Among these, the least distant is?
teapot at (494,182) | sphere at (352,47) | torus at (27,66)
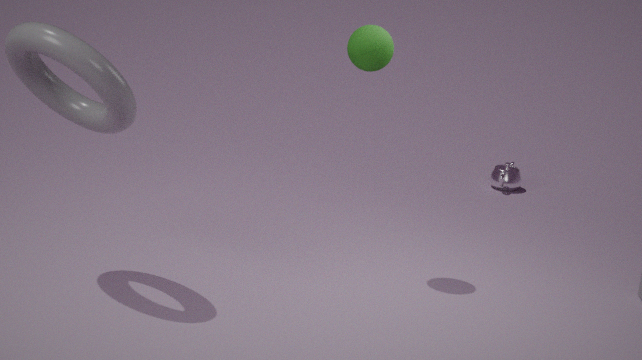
torus at (27,66)
